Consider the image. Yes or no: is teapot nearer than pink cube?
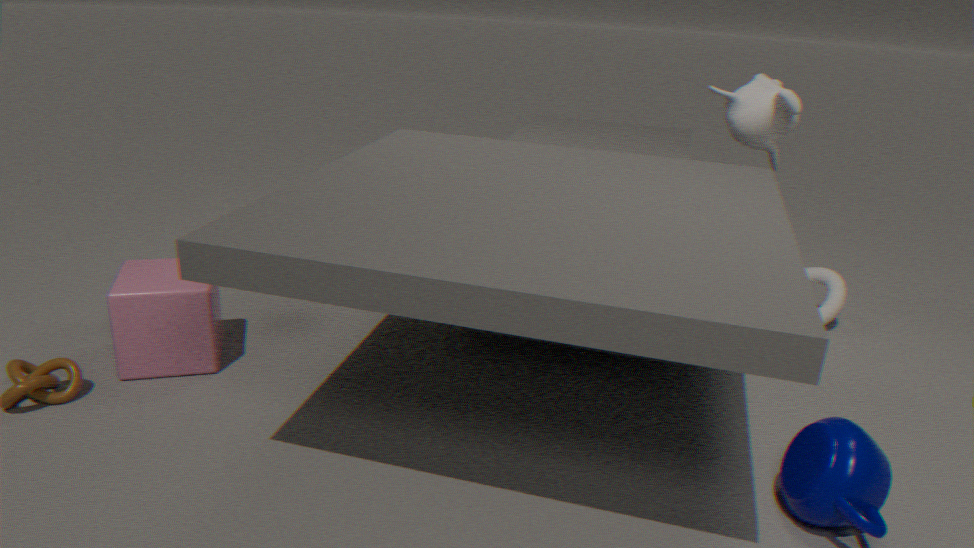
Yes
